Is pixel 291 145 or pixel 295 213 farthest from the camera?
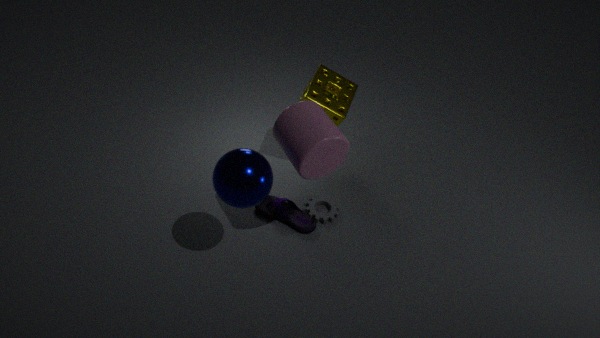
pixel 295 213
